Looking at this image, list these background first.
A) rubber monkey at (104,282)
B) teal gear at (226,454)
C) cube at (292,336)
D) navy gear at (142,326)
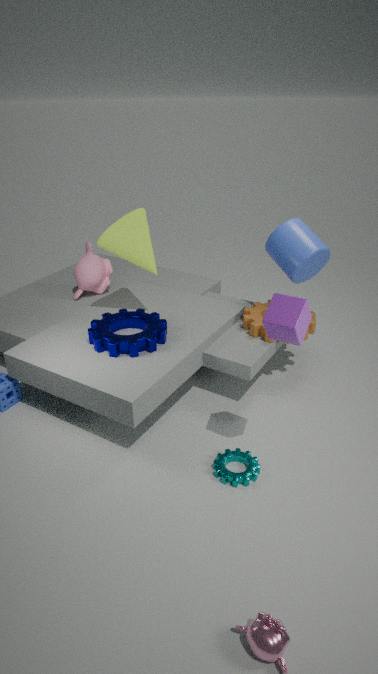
1. rubber monkey at (104,282)
2. navy gear at (142,326)
3. teal gear at (226,454)
4. cube at (292,336)
